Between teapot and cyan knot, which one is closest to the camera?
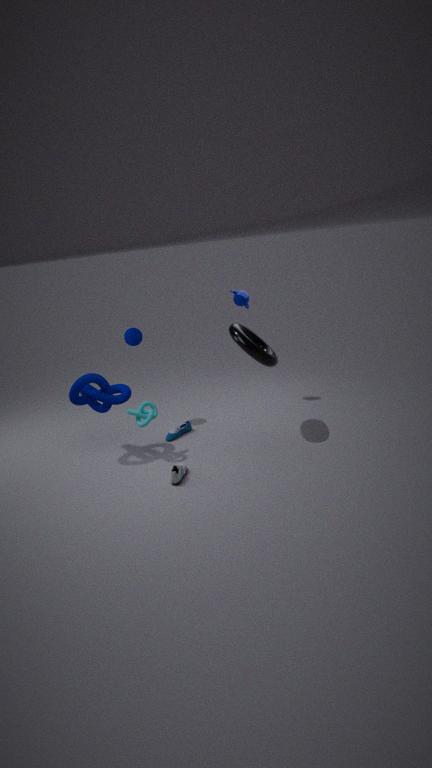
cyan knot
